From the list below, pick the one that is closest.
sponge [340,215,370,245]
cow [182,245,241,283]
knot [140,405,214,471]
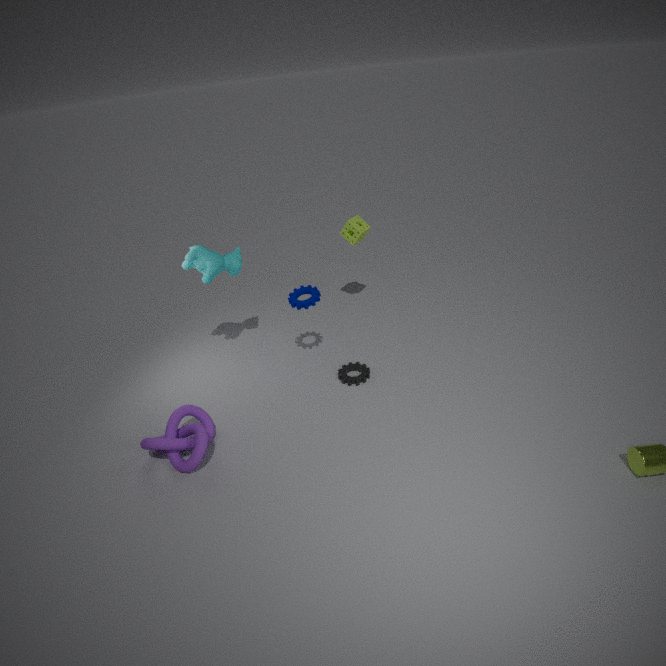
knot [140,405,214,471]
